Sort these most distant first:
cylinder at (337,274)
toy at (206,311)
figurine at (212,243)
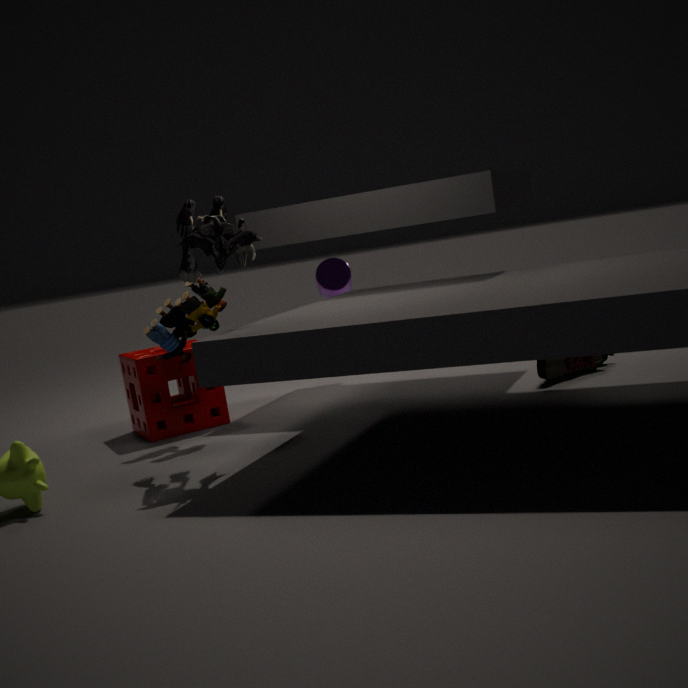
1. cylinder at (337,274)
2. toy at (206,311)
3. figurine at (212,243)
